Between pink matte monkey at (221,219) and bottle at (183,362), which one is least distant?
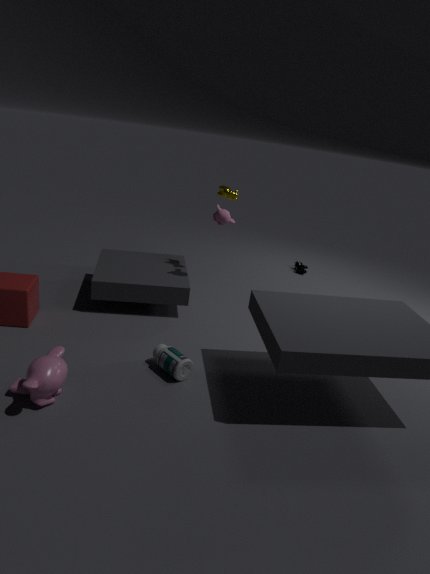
bottle at (183,362)
